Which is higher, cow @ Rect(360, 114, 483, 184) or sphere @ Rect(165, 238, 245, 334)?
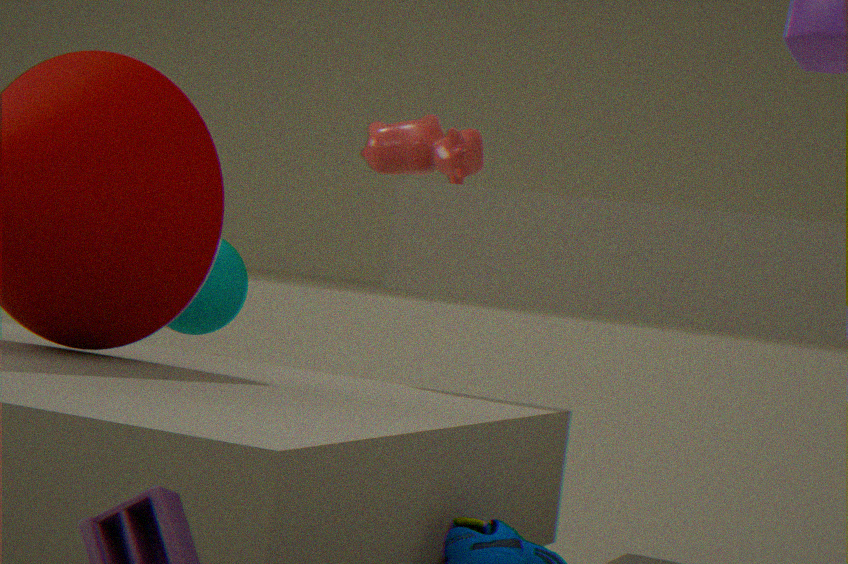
cow @ Rect(360, 114, 483, 184)
